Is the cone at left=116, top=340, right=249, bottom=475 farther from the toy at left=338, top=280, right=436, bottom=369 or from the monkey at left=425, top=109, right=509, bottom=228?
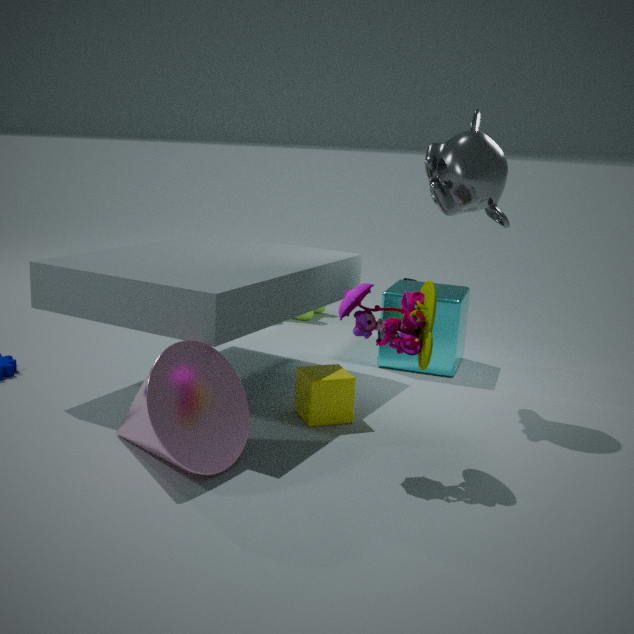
the monkey at left=425, top=109, right=509, bottom=228
